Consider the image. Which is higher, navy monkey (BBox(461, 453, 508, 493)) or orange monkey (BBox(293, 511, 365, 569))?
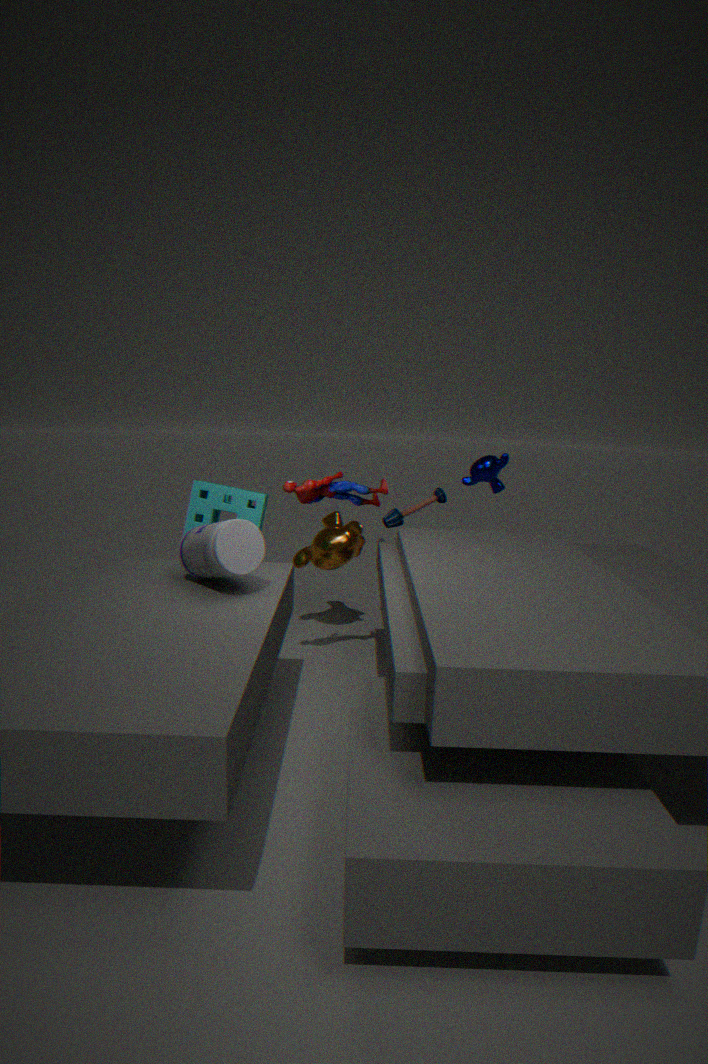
navy monkey (BBox(461, 453, 508, 493))
